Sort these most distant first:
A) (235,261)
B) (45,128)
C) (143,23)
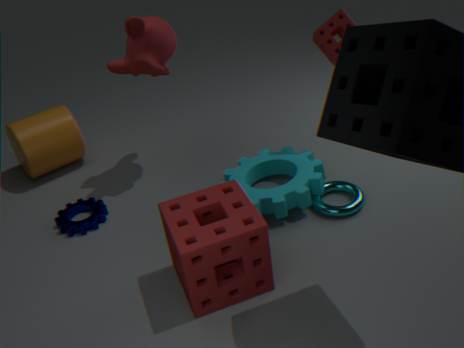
(45,128), (143,23), (235,261)
